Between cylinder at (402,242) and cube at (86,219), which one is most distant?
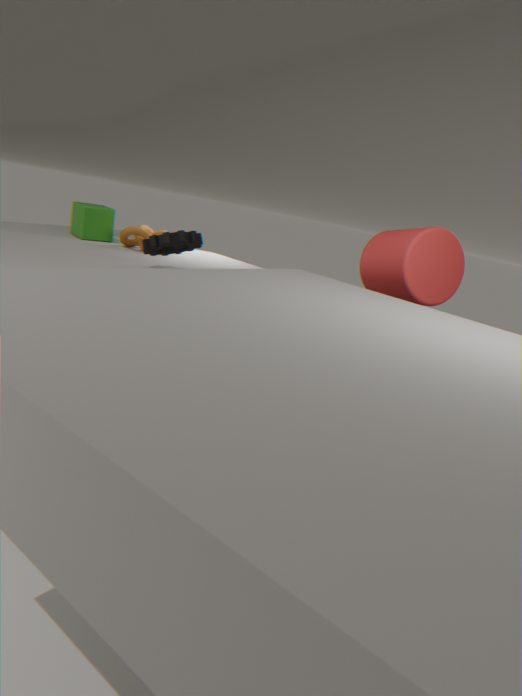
cube at (86,219)
